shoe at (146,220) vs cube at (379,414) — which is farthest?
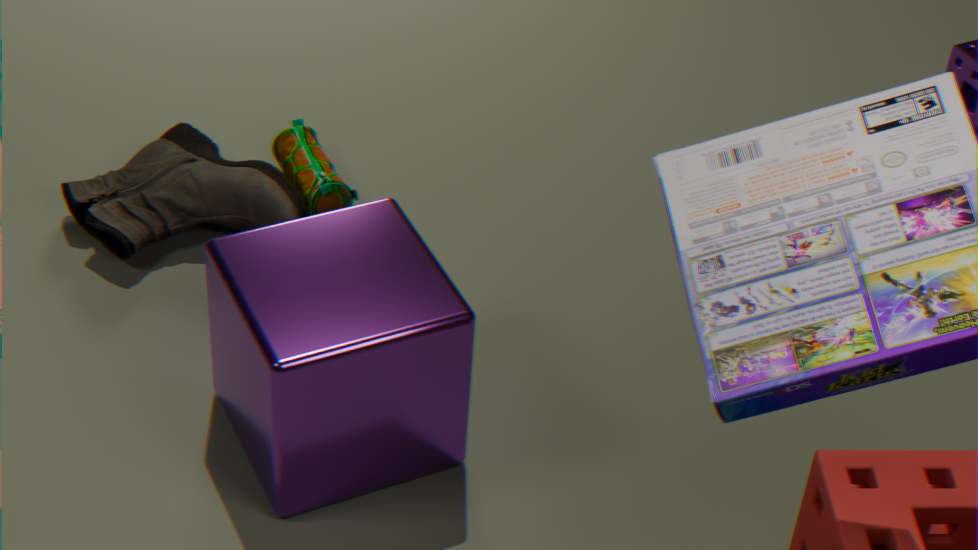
shoe at (146,220)
